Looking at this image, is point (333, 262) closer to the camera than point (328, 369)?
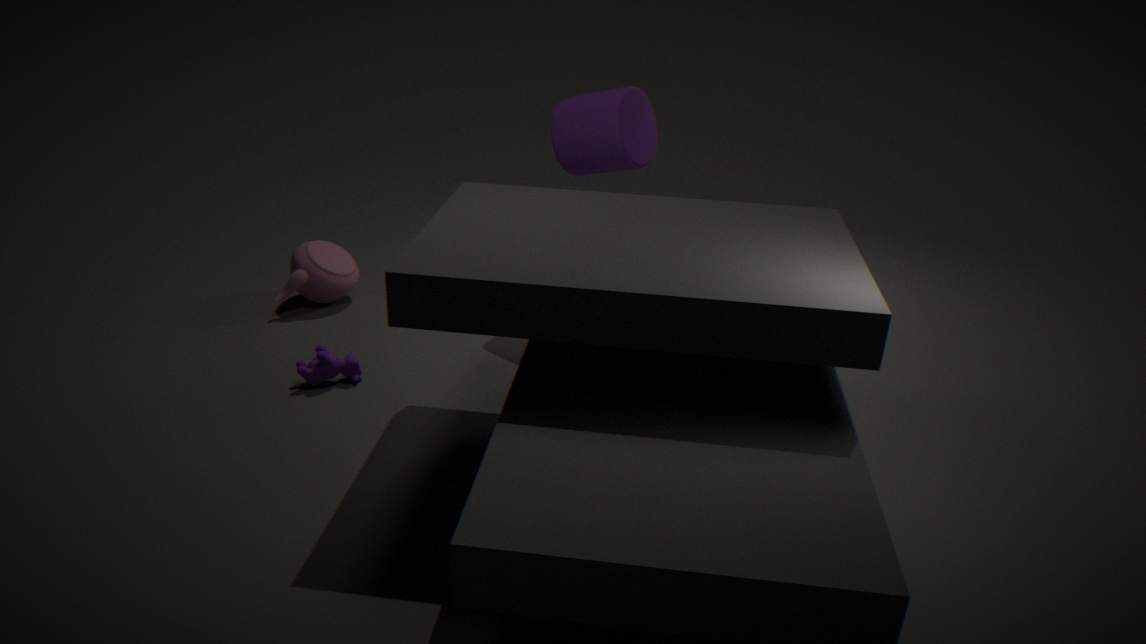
No
